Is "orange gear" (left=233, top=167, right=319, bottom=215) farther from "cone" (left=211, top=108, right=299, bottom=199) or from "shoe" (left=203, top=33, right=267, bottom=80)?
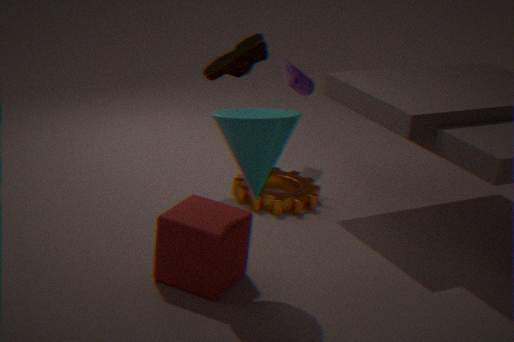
"cone" (left=211, top=108, right=299, bottom=199)
